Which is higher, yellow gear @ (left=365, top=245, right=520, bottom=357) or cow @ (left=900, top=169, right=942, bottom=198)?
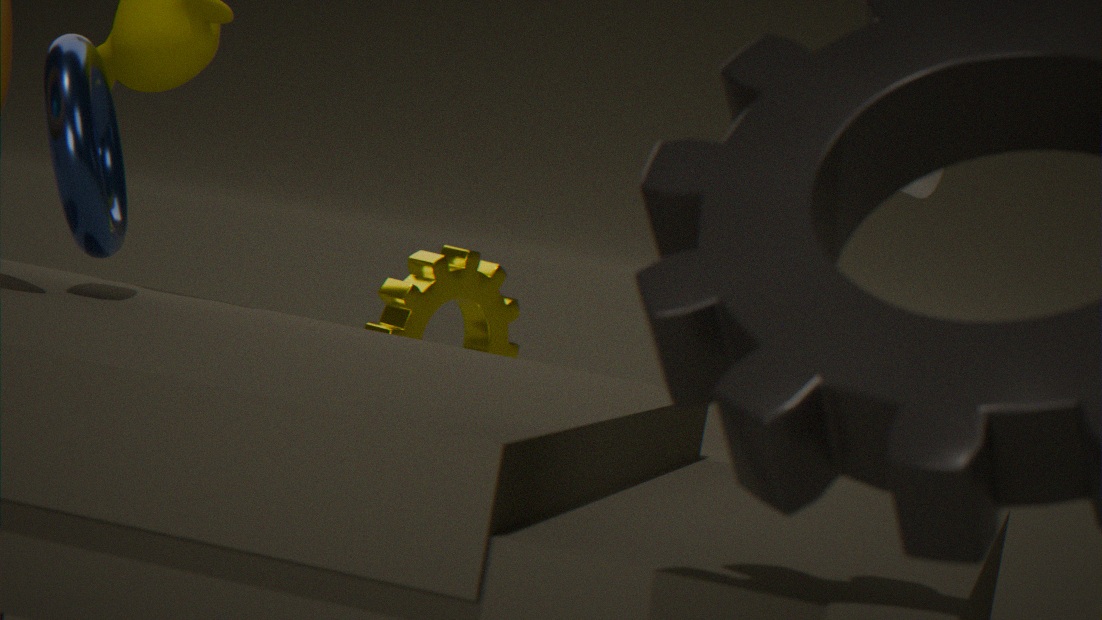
cow @ (left=900, top=169, right=942, bottom=198)
